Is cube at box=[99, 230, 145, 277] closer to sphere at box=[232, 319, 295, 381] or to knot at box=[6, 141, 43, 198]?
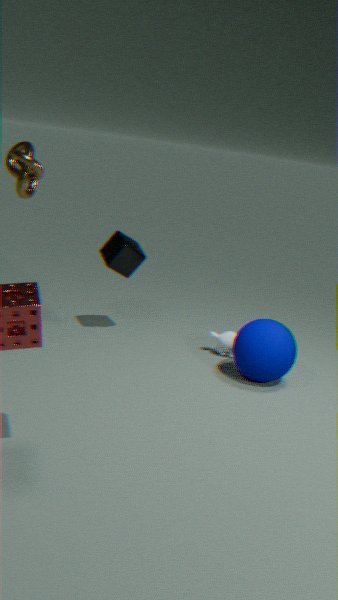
sphere at box=[232, 319, 295, 381]
